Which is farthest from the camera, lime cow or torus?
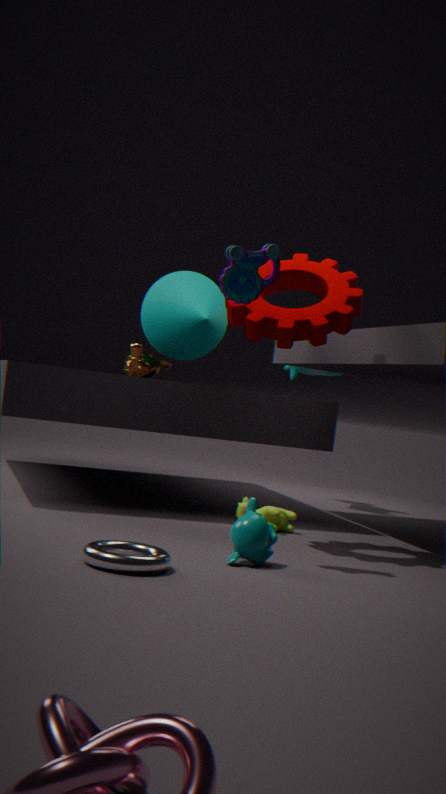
lime cow
